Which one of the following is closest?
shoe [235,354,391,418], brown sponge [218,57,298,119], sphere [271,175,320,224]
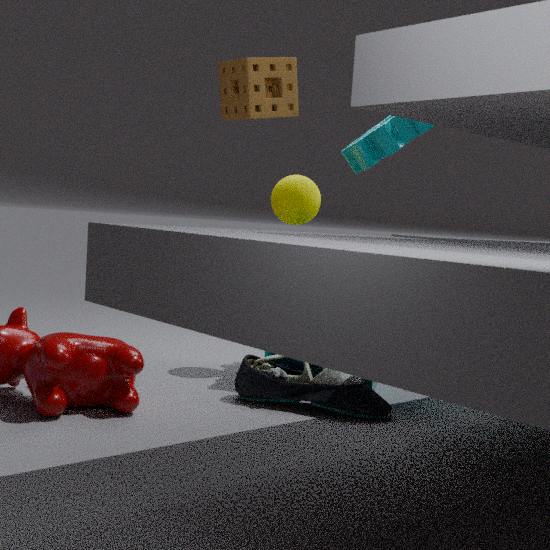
shoe [235,354,391,418]
